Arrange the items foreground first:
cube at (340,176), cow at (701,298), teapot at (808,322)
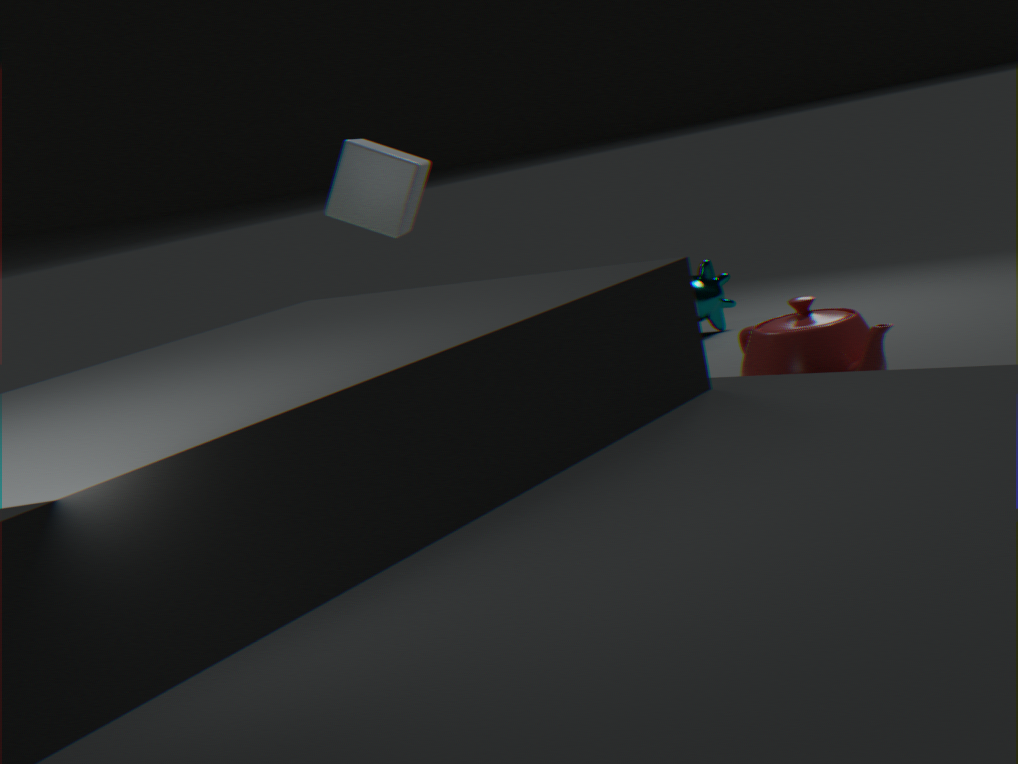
teapot at (808,322) → cube at (340,176) → cow at (701,298)
